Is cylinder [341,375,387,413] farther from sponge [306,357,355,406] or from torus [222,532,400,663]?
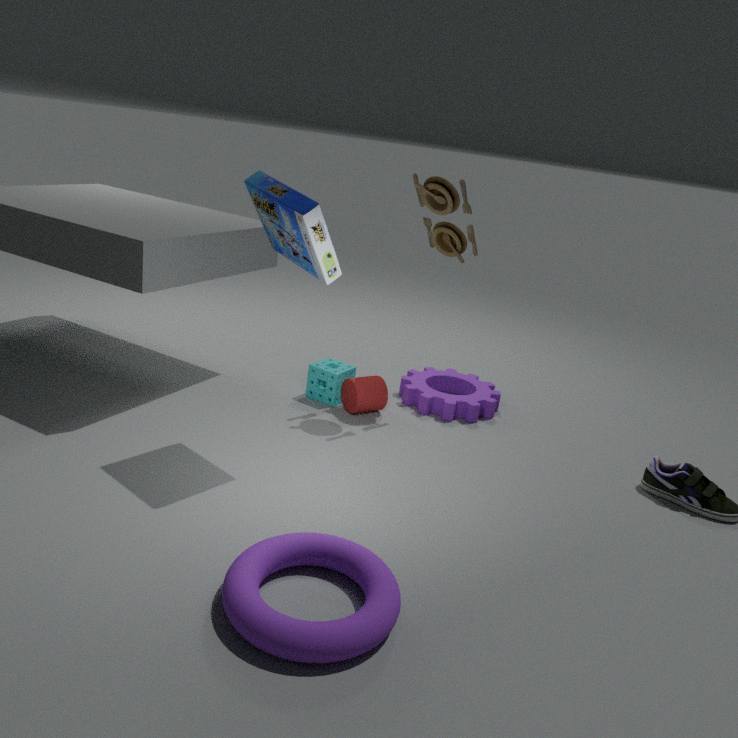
torus [222,532,400,663]
